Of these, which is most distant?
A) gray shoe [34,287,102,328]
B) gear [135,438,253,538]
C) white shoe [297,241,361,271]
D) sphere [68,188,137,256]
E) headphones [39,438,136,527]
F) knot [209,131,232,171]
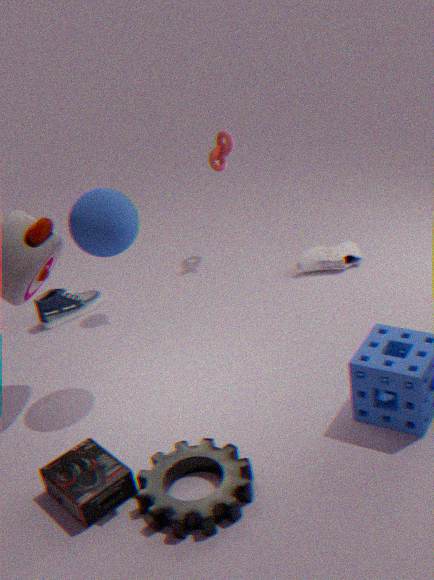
knot [209,131,232,171]
